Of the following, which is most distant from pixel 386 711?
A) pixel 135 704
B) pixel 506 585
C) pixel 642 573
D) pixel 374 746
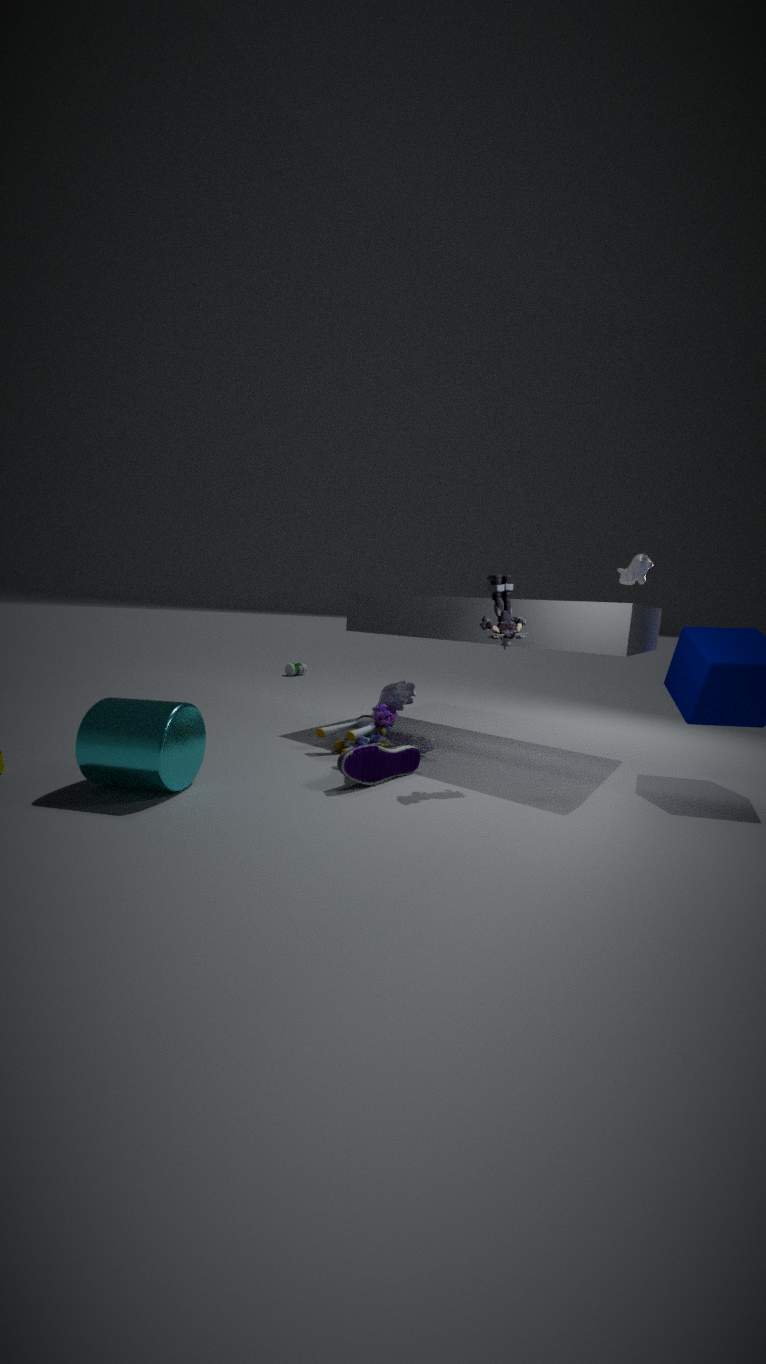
pixel 642 573
